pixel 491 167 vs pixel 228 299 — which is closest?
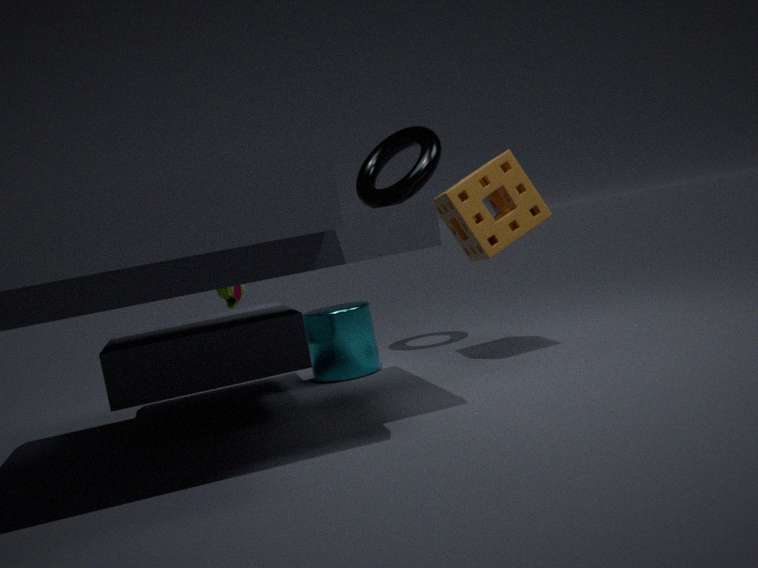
pixel 491 167
